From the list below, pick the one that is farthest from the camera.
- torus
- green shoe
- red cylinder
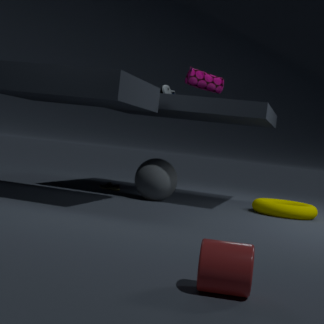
green shoe
